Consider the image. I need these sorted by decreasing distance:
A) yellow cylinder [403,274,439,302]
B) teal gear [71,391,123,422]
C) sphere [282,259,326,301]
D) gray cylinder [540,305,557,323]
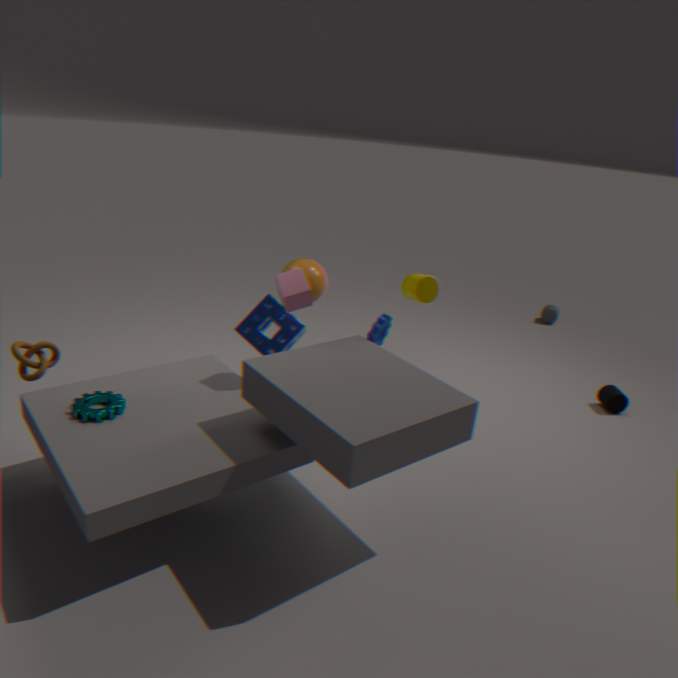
gray cylinder [540,305,557,323]
sphere [282,259,326,301]
yellow cylinder [403,274,439,302]
teal gear [71,391,123,422]
